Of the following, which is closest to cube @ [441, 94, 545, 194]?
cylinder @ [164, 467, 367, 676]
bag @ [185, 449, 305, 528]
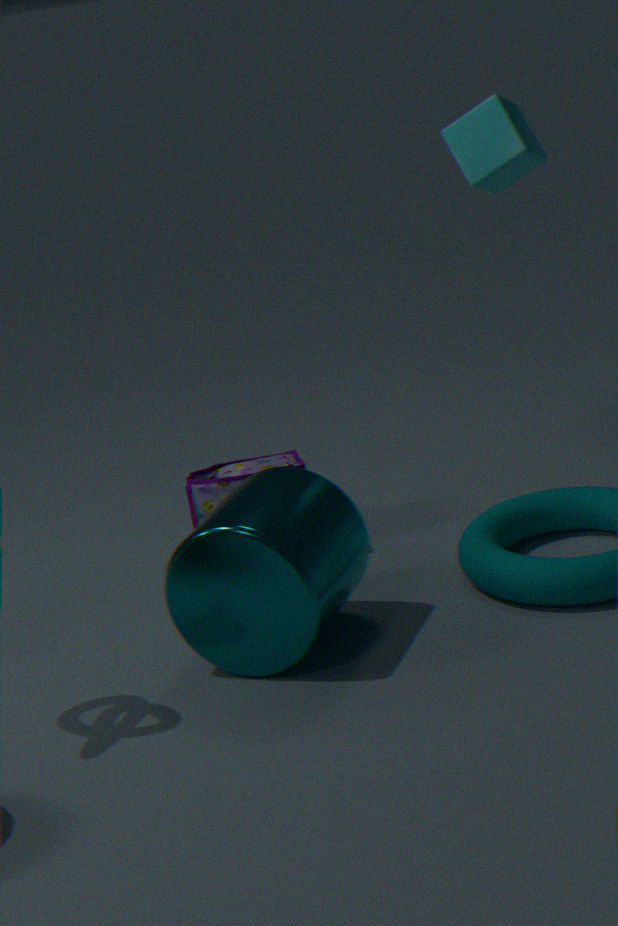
bag @ [185, 449, 305, 528]
